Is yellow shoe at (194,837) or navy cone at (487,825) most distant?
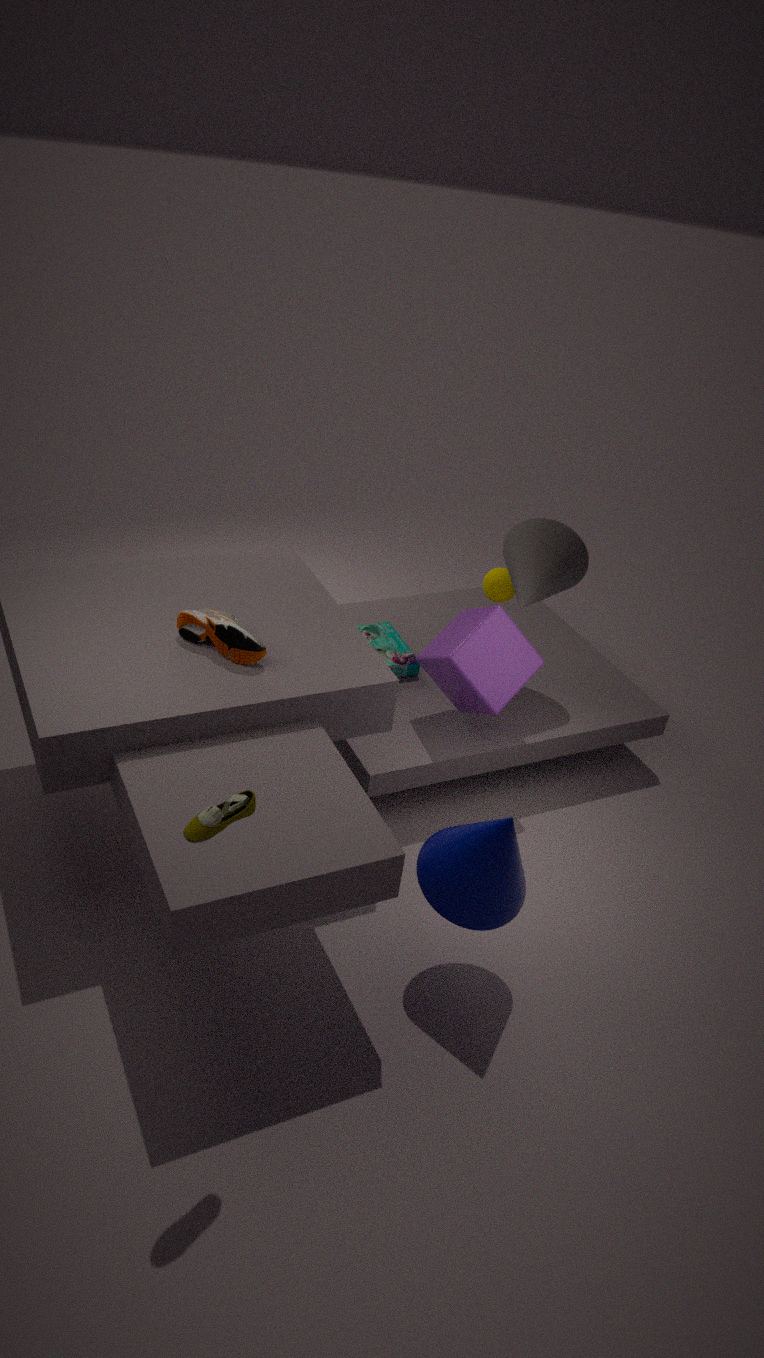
navy cone at (487,825)
